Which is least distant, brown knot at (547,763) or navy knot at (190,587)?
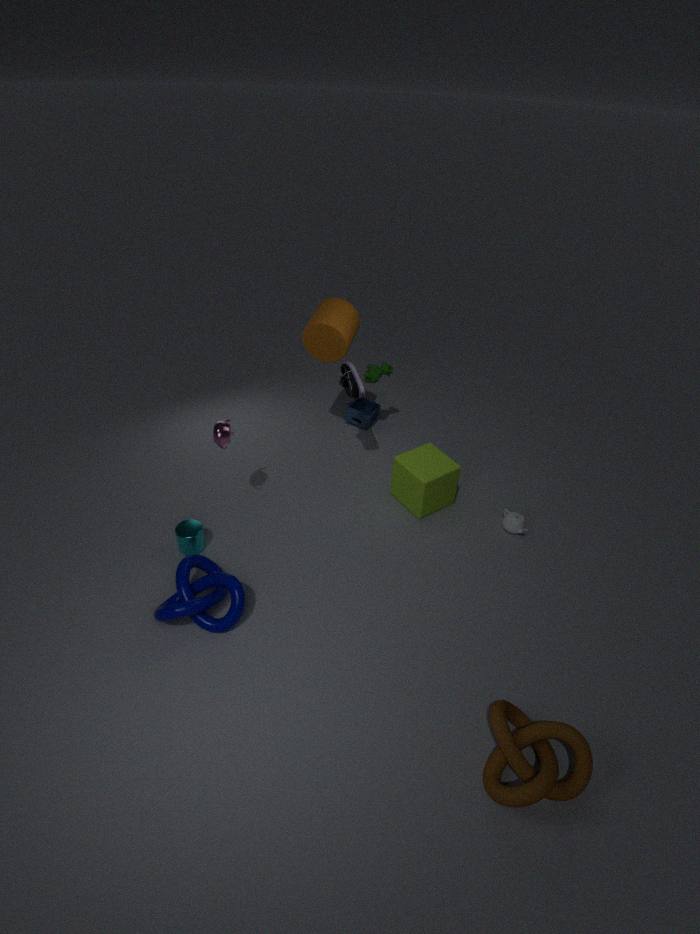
brown knot at (547,763)
